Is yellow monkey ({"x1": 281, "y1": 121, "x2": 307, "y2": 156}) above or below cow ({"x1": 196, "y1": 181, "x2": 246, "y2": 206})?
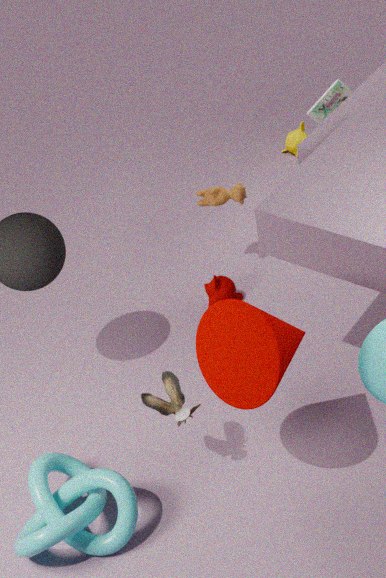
below
